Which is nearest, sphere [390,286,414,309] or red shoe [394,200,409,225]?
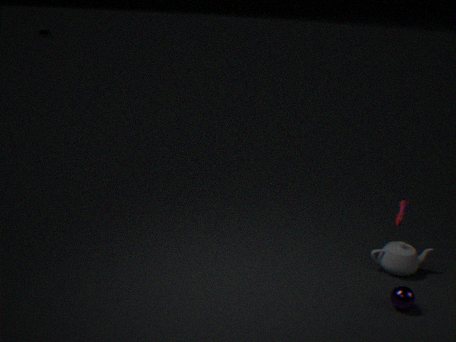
red shoe [394,200,409,225]
